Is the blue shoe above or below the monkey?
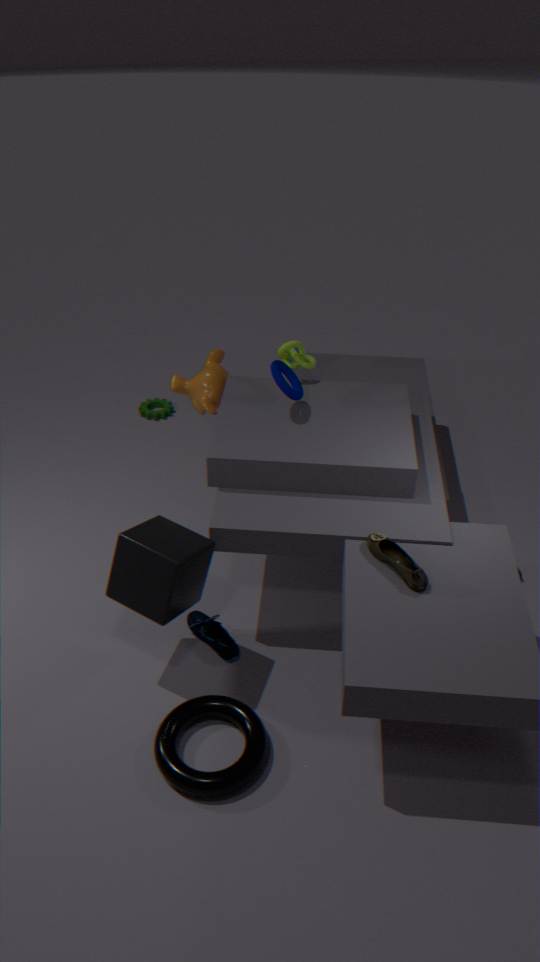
below
